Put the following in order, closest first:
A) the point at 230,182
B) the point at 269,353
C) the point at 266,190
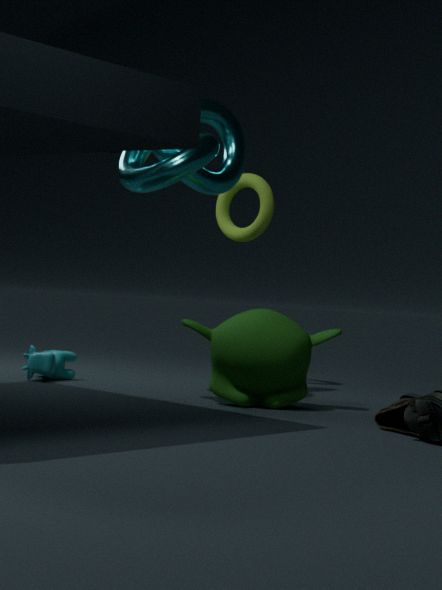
the point at 269,353
the point at 230,182
the point at 266,190
